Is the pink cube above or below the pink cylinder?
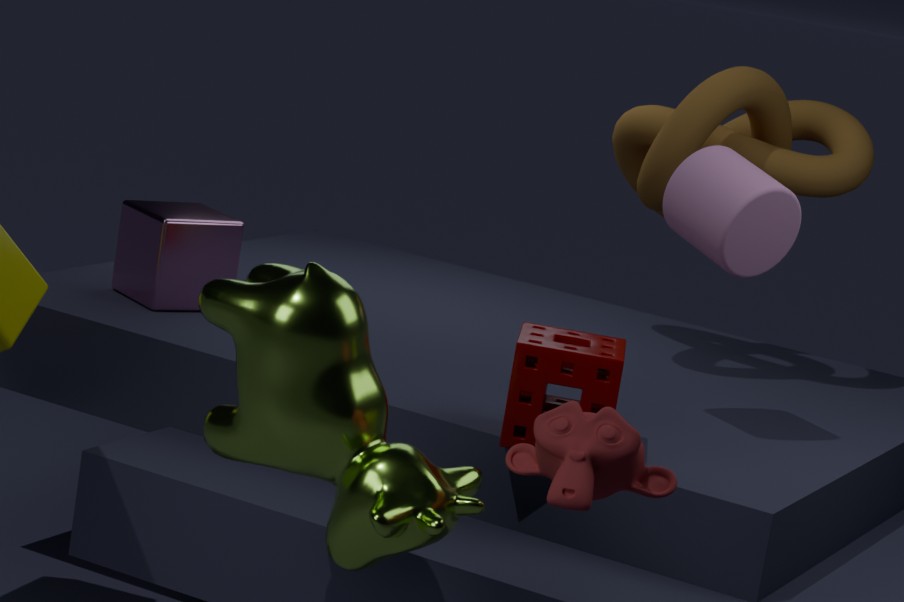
below
